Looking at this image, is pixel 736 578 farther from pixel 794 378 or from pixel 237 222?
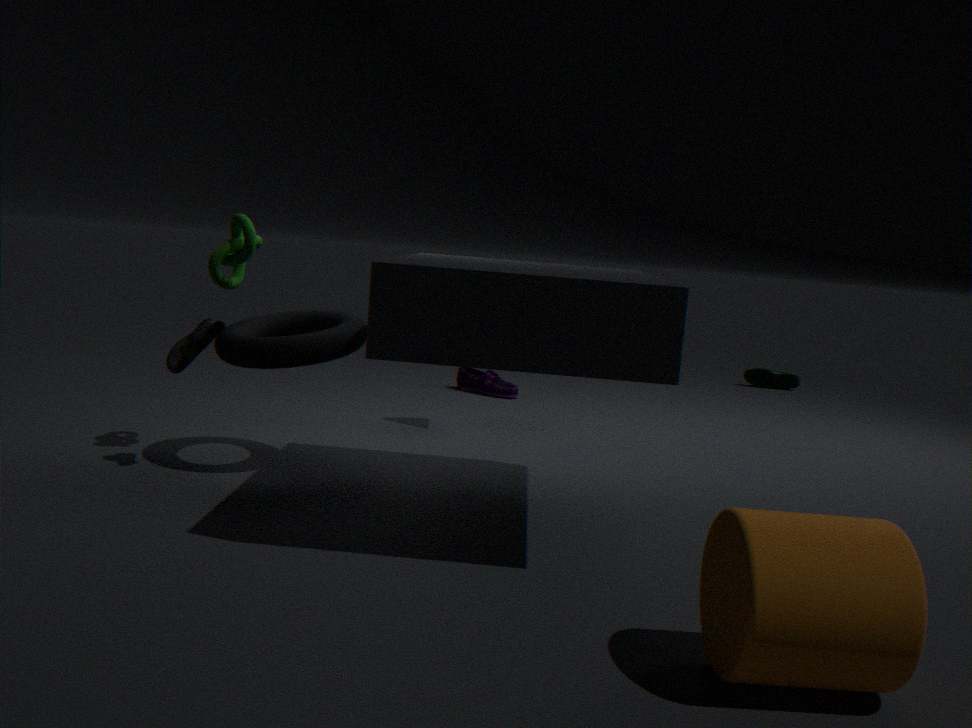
pixel 794 378
